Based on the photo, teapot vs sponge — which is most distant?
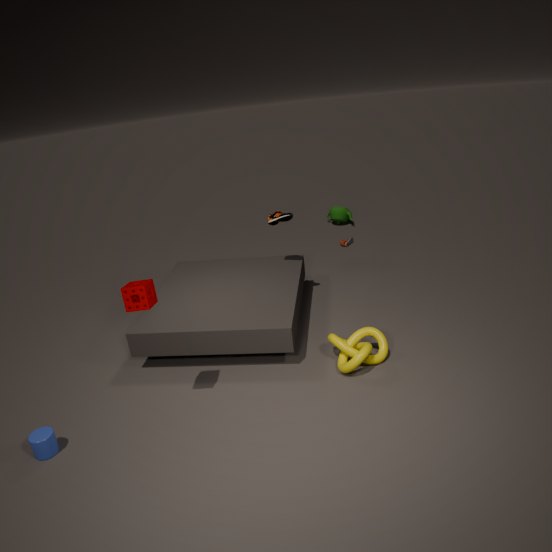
teapot
